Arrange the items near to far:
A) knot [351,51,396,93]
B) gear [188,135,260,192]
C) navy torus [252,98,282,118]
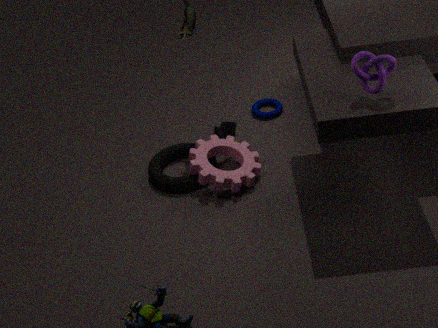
knot [351,51,396,93], gear [188,135,260,192], navy torus [252,98,282,118]
